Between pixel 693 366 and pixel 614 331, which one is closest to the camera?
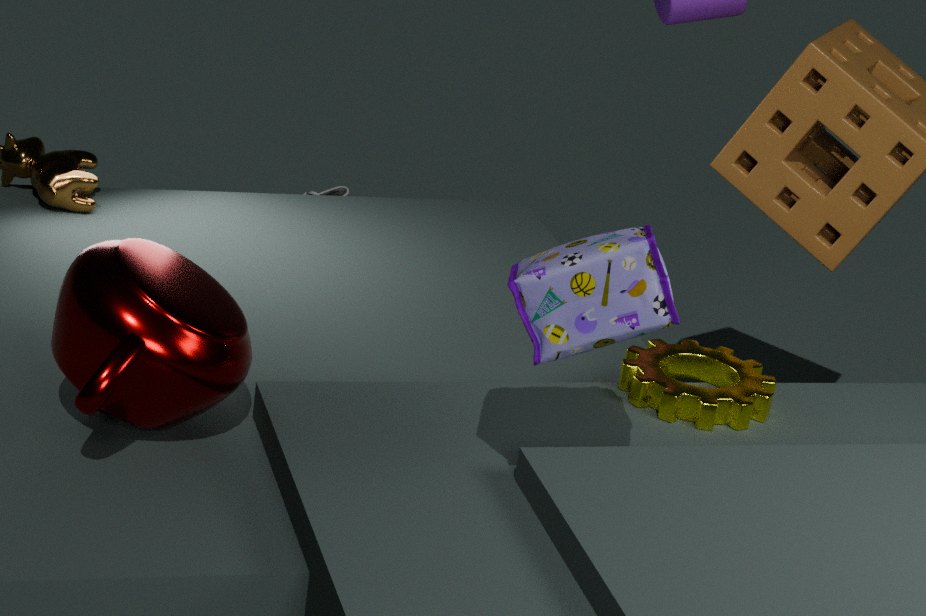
pixel 614 331
